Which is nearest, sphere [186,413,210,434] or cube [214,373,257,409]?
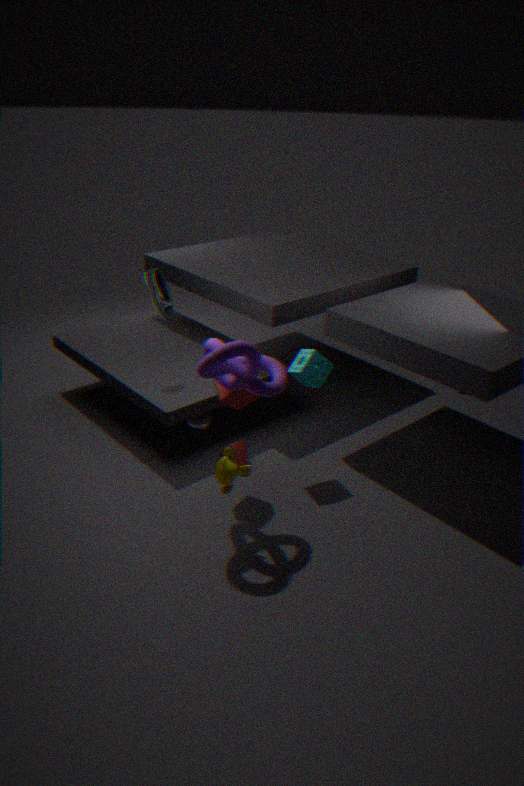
cube [214,373,257,409]
